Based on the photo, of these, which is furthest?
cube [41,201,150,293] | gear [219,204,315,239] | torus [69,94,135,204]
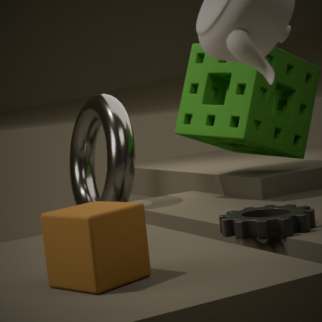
torus [69,94,135,204]
